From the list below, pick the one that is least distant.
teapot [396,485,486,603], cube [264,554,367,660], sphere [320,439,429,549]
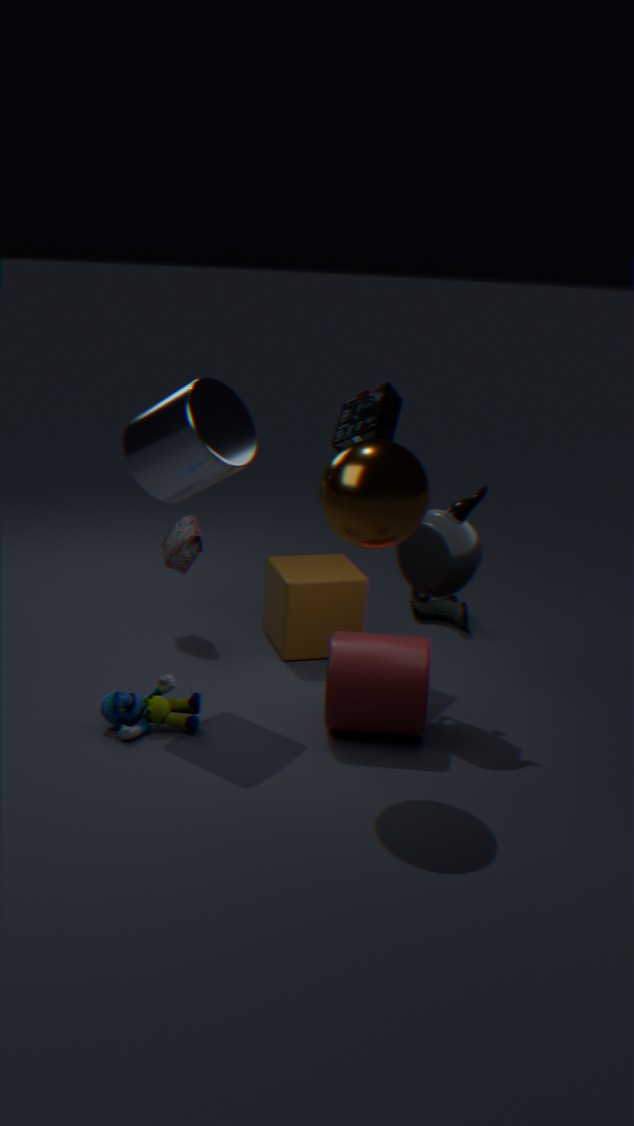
sphere [320,439,429,549]
